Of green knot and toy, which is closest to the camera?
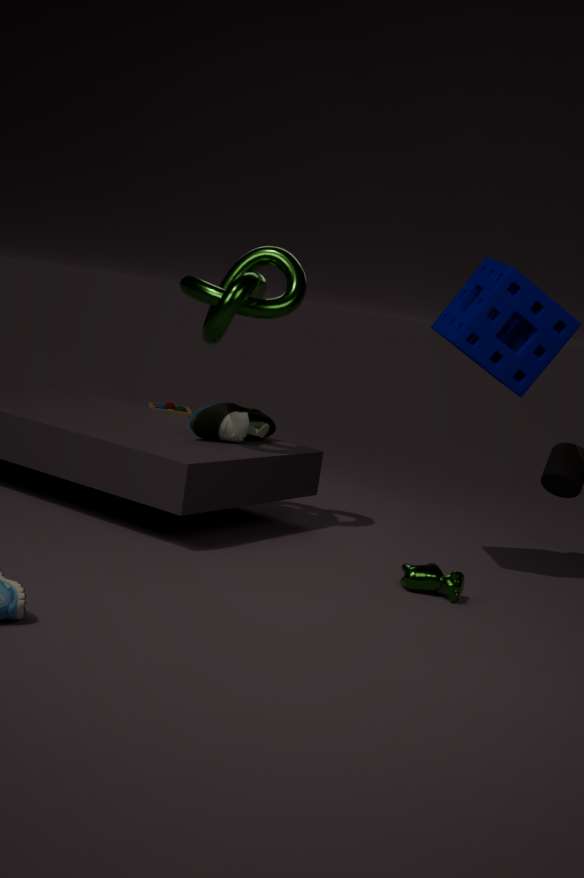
green knot
